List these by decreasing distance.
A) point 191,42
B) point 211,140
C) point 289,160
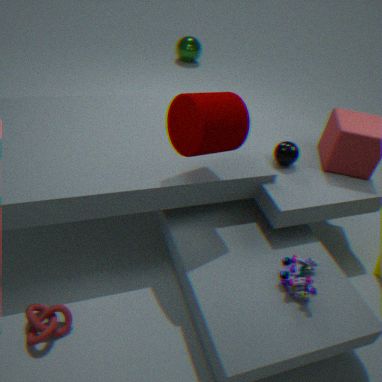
point 191,42
point 289,160
point 211,140
